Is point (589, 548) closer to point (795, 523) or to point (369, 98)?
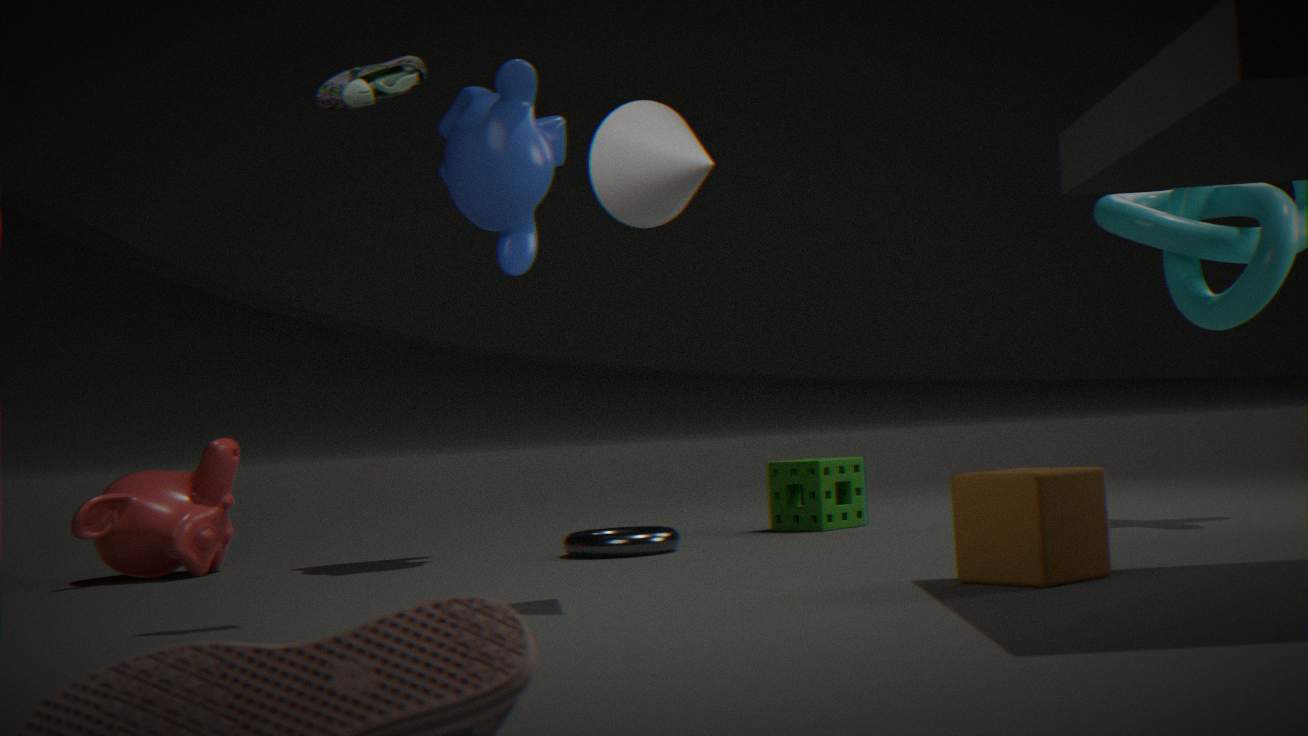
point (795, 523)
